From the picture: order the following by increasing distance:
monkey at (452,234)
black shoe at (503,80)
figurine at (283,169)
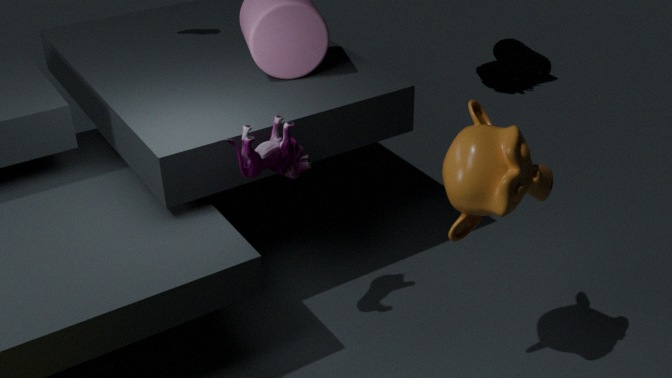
monkey at (452,234) < figurine at (283,169) < black shoe at (503,80)
